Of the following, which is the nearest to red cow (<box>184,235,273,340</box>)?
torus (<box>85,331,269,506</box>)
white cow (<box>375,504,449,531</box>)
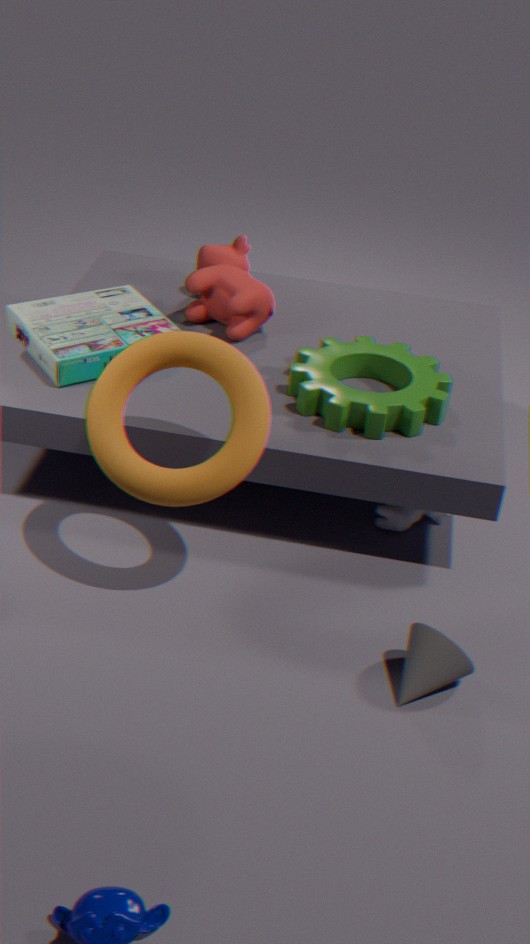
torus (<box>85,331,269,506</box>)
